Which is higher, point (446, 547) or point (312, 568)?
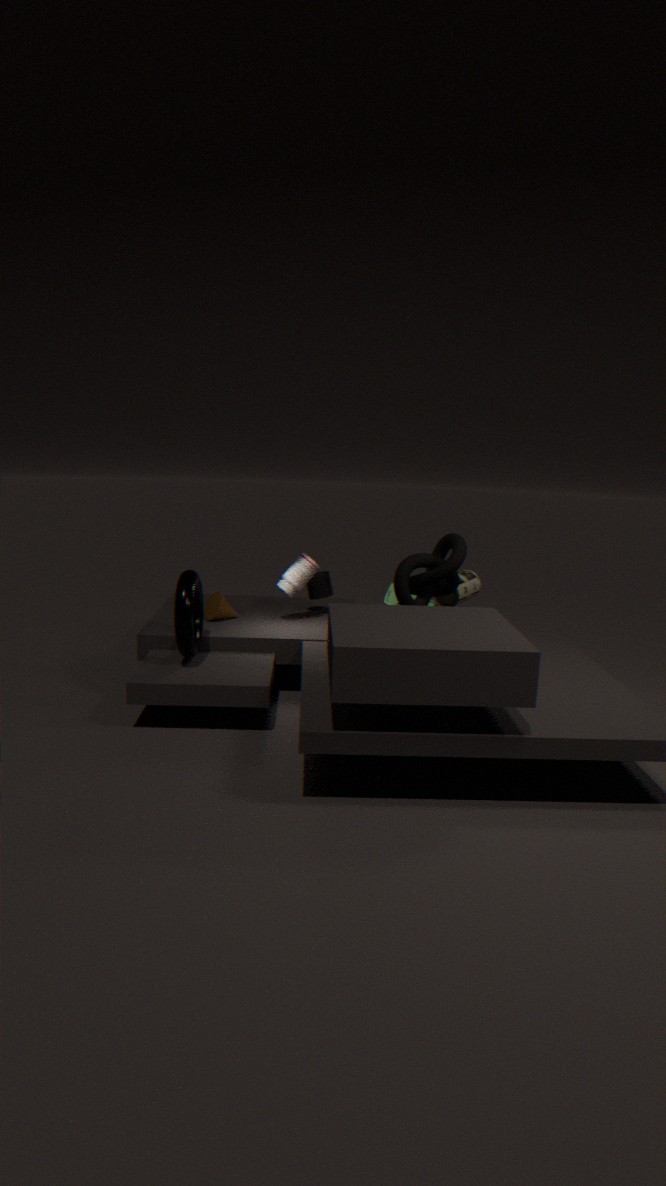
point (446, 547)
